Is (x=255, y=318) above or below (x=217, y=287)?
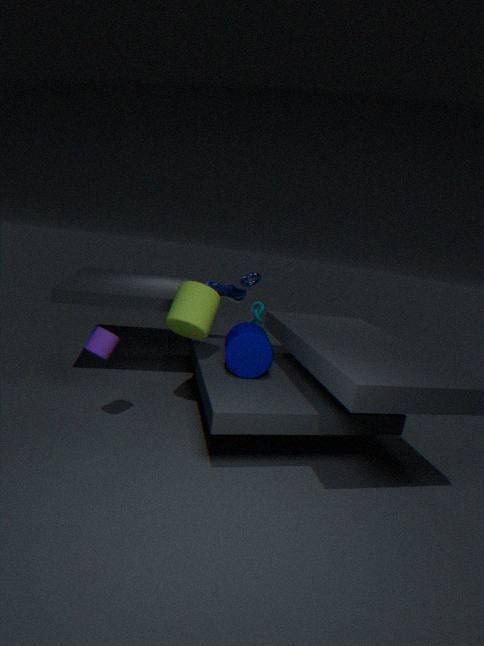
below
